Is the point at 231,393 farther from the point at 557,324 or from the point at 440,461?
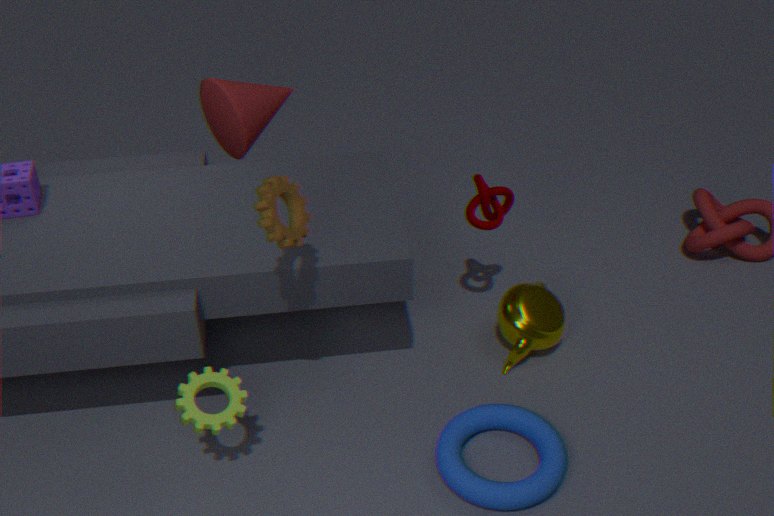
the point at 557,324
